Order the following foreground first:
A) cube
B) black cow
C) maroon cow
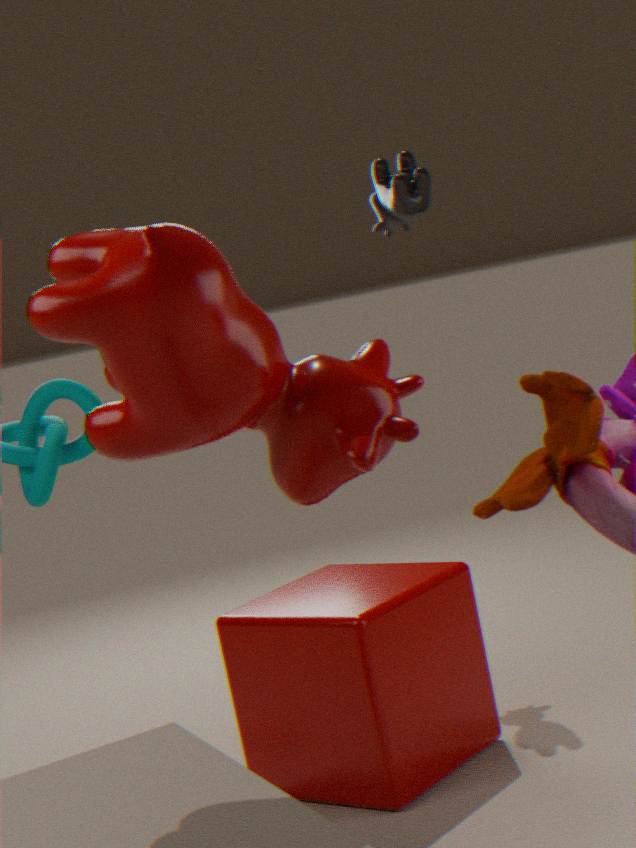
maroon cow
cube
black cow
